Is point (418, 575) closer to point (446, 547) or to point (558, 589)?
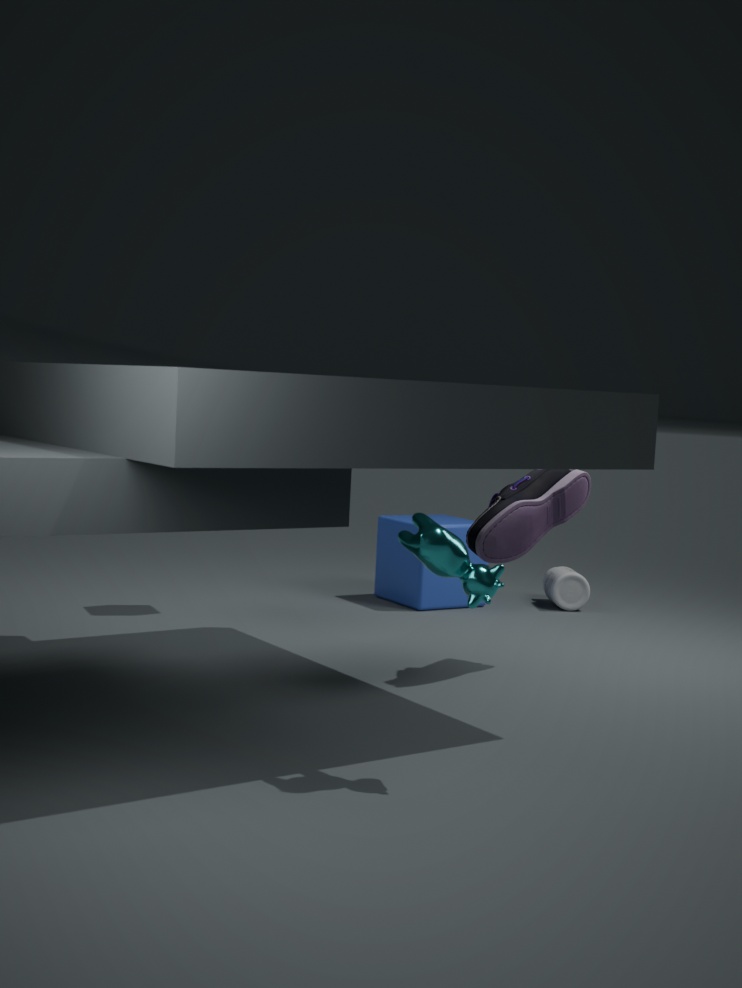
point (558, 589)
